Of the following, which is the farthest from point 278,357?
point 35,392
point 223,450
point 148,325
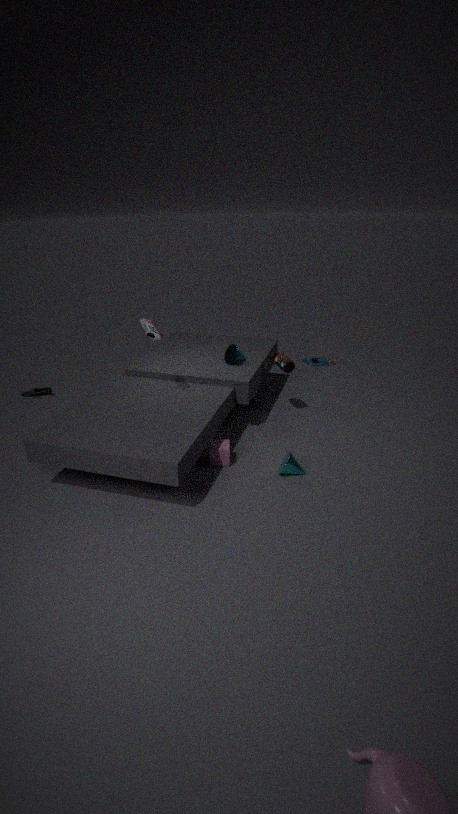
point 35,392
